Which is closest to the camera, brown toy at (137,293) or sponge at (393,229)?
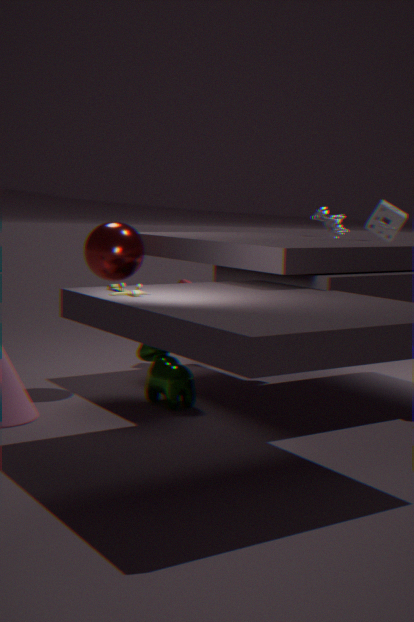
brown toy at (137,293)
